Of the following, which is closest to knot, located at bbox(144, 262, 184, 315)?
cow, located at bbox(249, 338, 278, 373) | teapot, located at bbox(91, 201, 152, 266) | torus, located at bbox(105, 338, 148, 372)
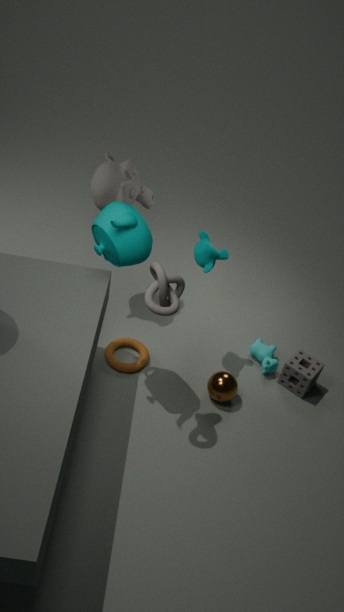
teapot, located at bbox(91, 201, 152, 266)
